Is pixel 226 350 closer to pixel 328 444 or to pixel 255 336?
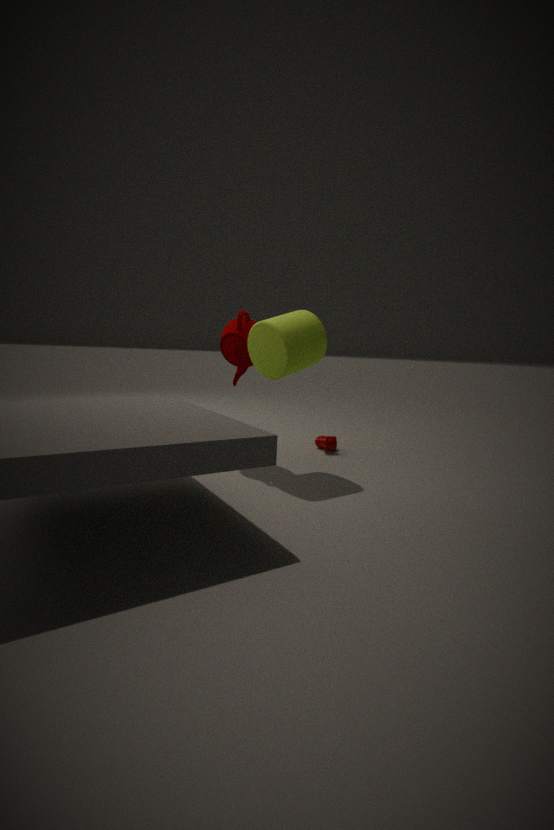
pixel 255 336
